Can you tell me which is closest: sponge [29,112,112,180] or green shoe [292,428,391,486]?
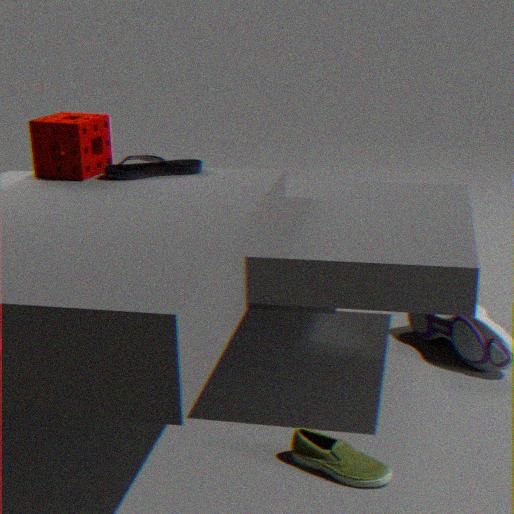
green shoe [292,428,391,486]
